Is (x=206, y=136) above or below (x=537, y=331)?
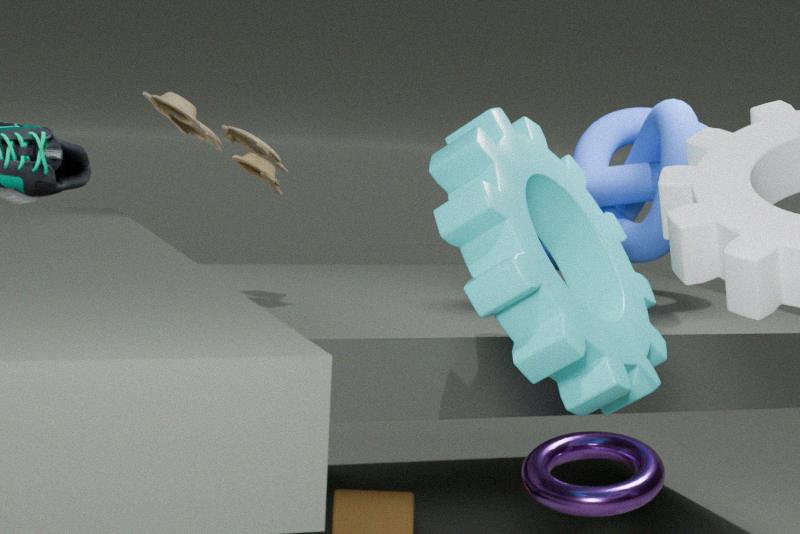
above
